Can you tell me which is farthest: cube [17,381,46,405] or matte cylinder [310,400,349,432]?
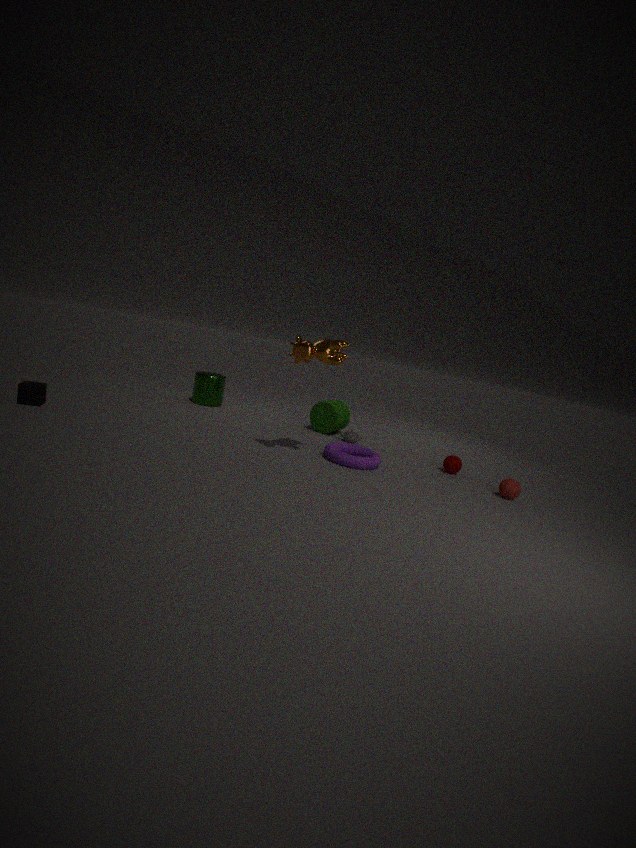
matte cylinder [310,400,349,432]
